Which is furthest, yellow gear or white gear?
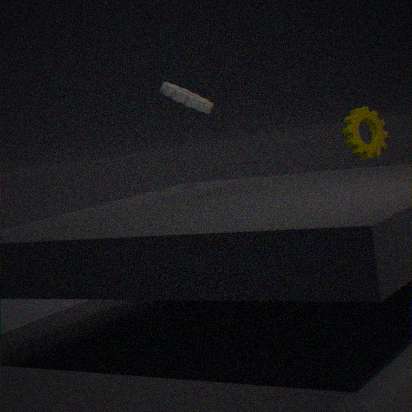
yellow gear
